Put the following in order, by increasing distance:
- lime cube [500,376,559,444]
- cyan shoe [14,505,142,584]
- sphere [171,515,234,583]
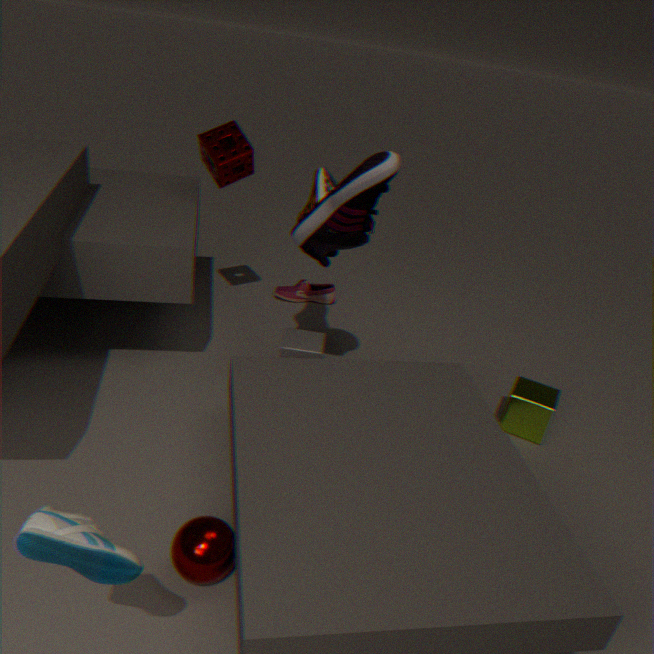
cyan shoe [14,505,142,584]
sphere [171,515,234,583]
lime cube [500,376,559,444]
